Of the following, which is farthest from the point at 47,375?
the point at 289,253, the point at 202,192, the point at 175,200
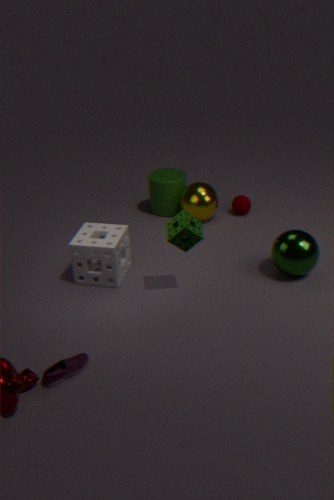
the point at 175,200
